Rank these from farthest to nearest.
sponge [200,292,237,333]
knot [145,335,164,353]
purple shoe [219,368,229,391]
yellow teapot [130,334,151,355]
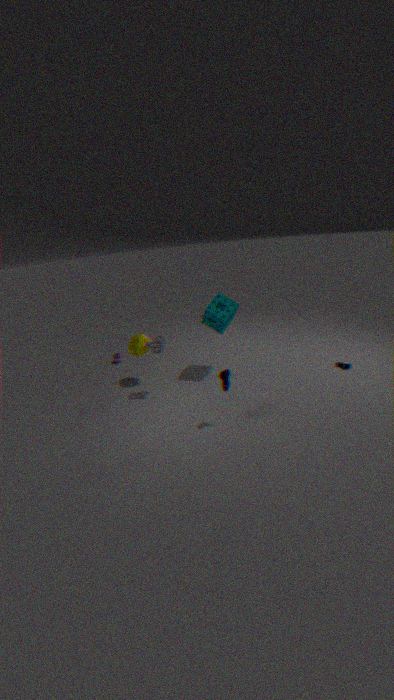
yellow teapot [130,334,151,355] → sponge [200,292,237,333] → knot [145,335,164,353] → purple shoe [219,368,229,391]
